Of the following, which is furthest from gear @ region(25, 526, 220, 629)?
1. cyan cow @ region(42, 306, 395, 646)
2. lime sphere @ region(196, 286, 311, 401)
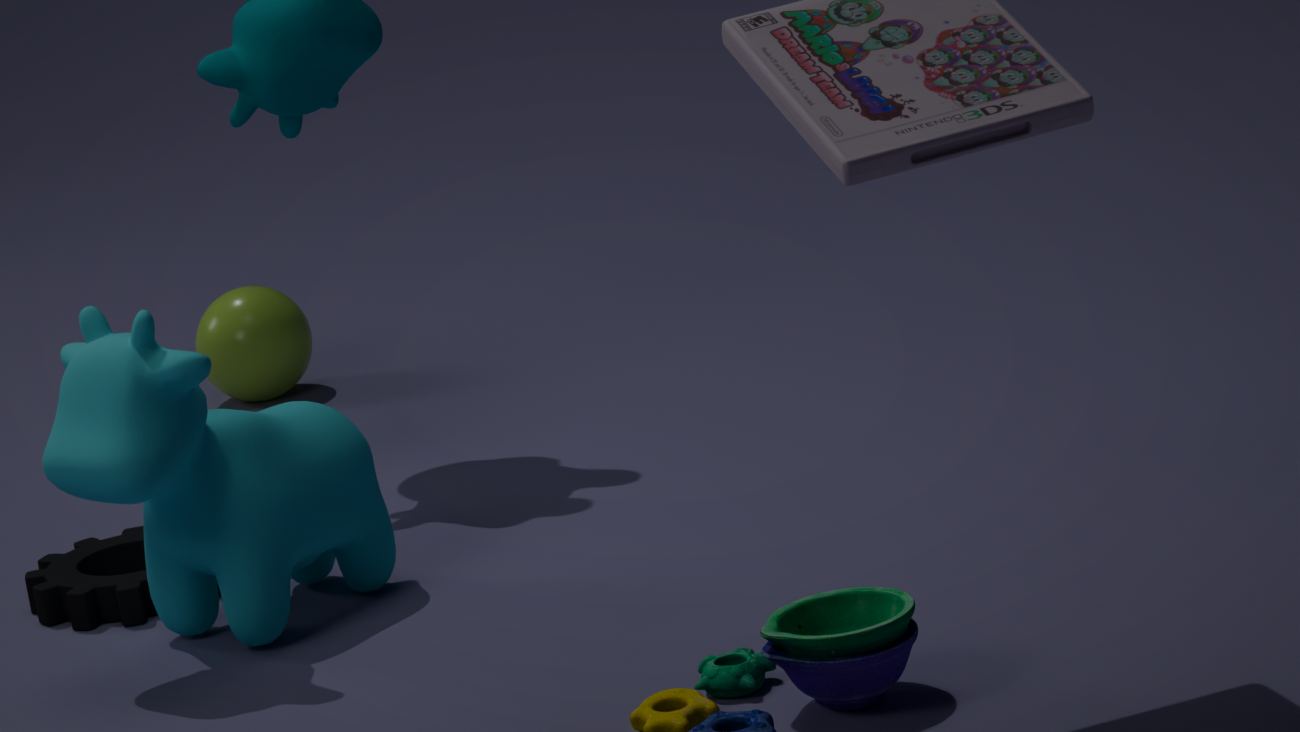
lime sphere @ region(196, 286, 311, 401)
